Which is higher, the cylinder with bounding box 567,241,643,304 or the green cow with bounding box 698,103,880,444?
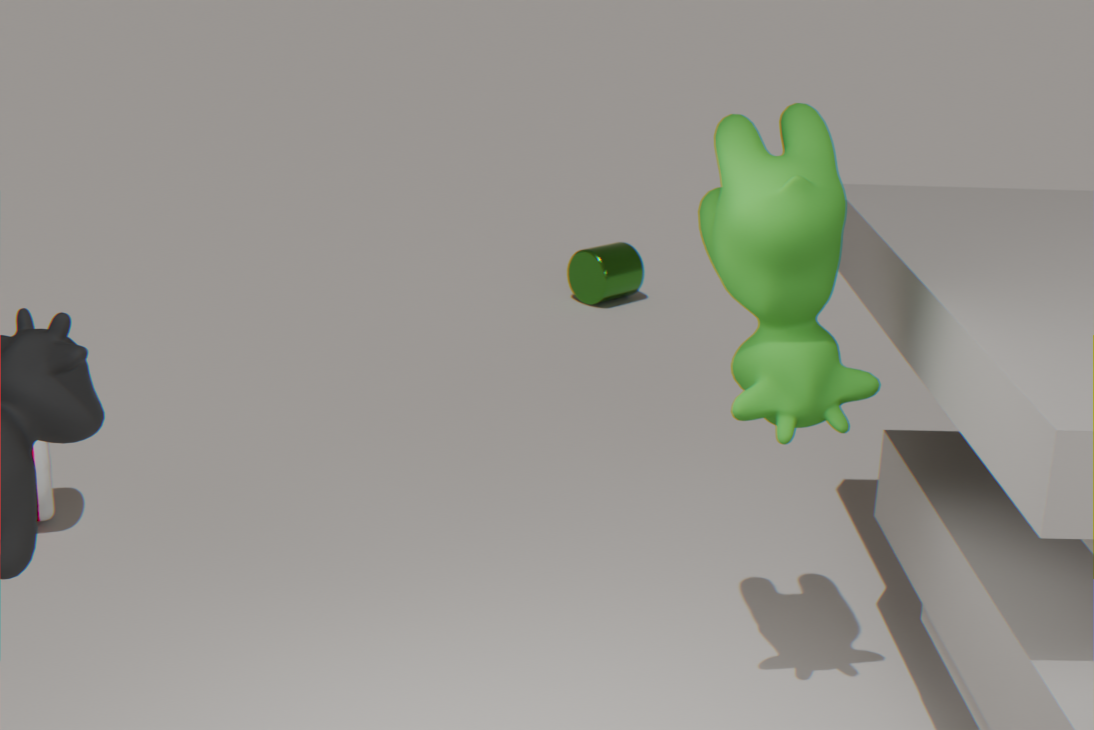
the green cow with bounding box 698,103,880,444
